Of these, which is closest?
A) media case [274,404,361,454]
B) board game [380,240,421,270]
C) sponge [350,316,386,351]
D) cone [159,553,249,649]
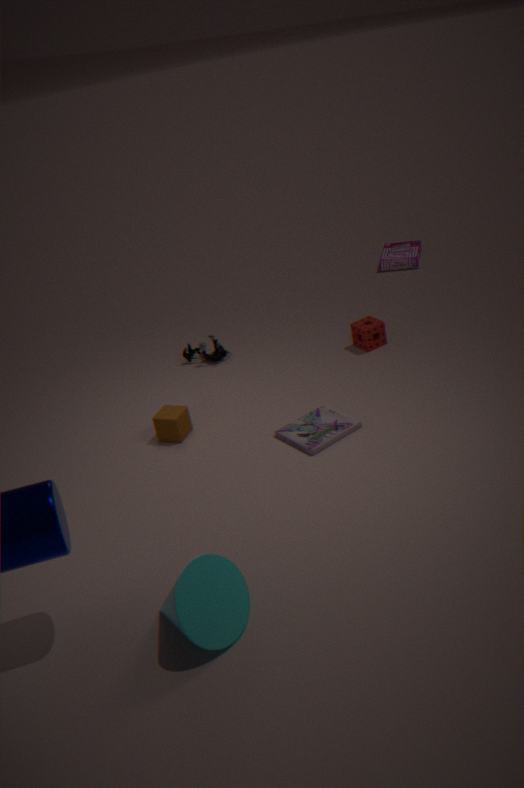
cone [159,553,249,649]
